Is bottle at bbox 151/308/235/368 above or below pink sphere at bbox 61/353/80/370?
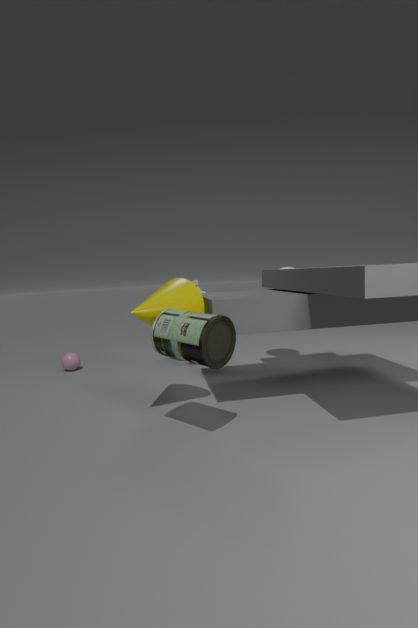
above
